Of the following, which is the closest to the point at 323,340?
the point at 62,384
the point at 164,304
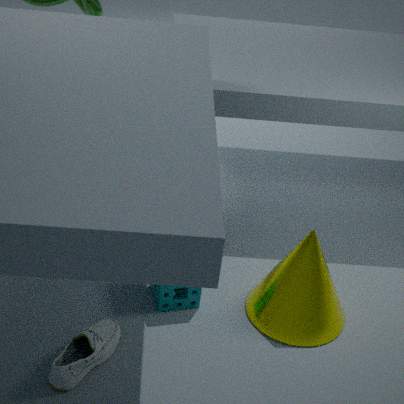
the point at 164,304
